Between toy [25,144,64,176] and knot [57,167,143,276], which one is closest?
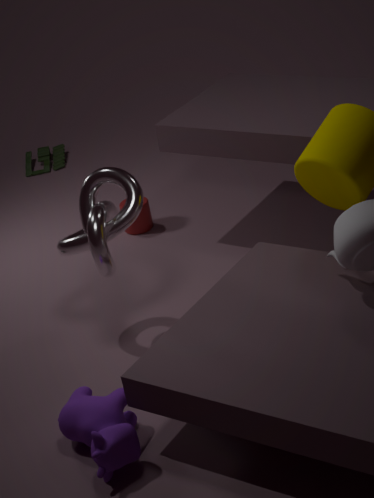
knot [57,167,143,276]
